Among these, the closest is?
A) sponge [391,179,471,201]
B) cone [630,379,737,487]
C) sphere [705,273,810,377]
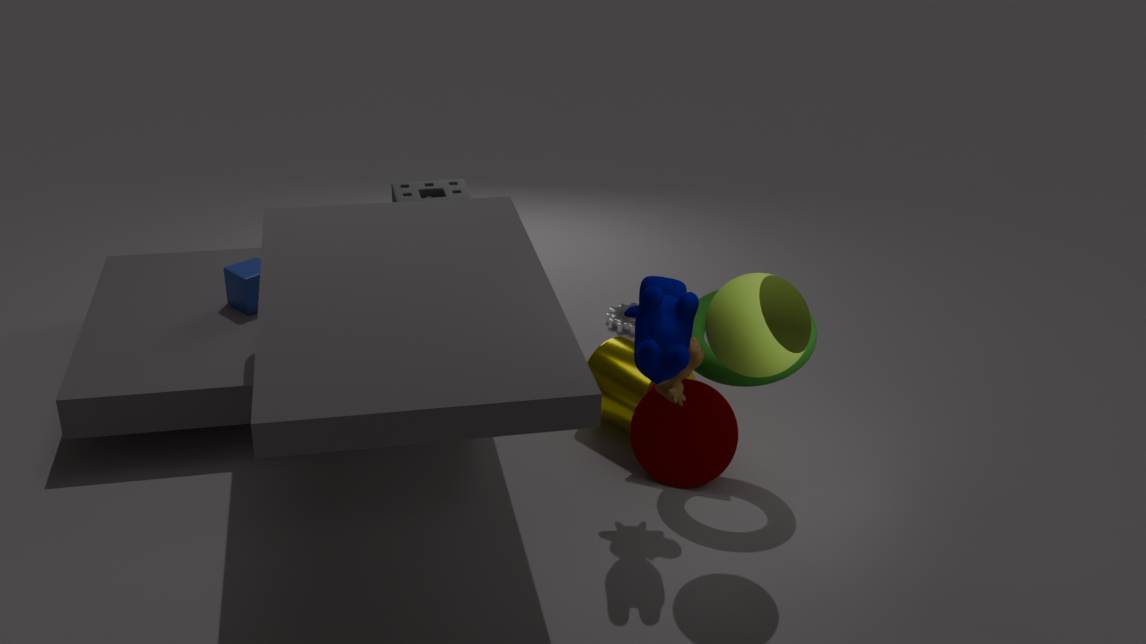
sphere [705,273,810,377]
